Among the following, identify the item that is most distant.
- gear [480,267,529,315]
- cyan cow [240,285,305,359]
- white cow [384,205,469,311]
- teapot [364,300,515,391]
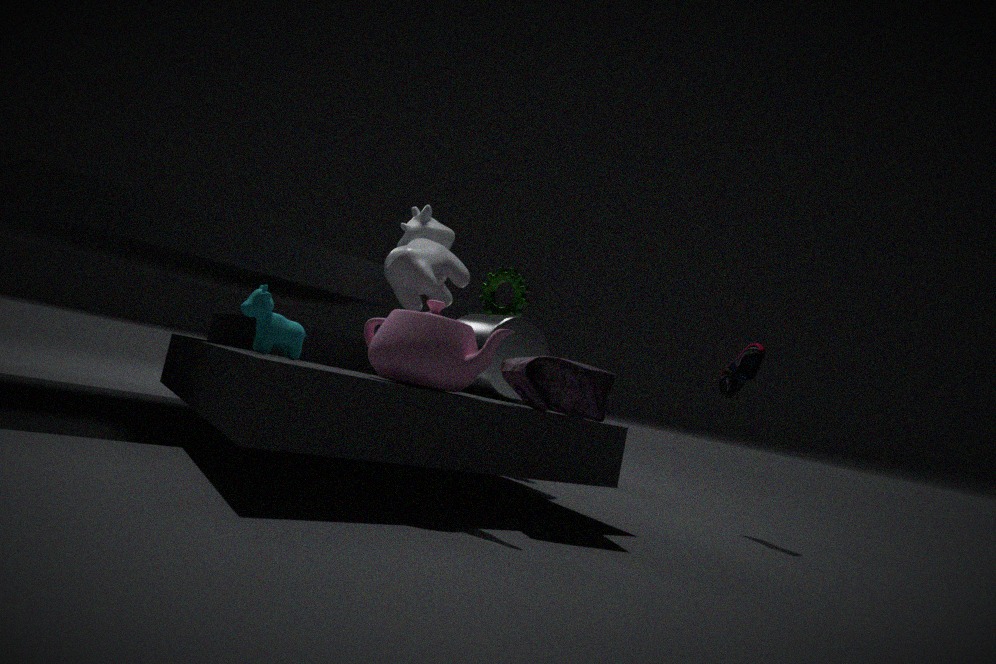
gear [480,267,529,315]
